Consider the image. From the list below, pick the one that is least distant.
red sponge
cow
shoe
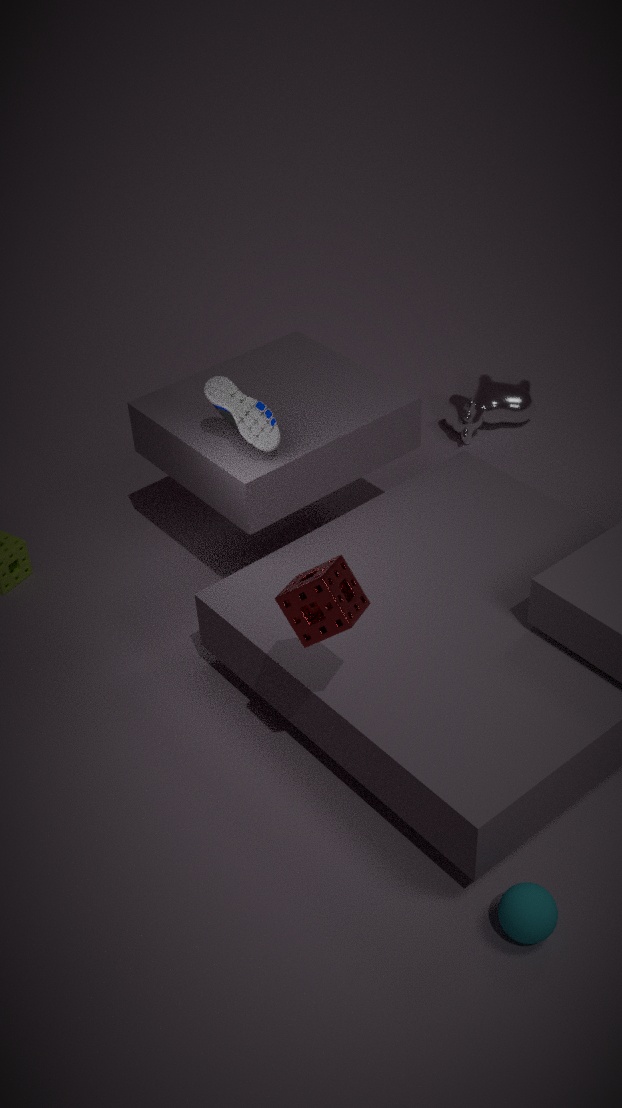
red sponge
